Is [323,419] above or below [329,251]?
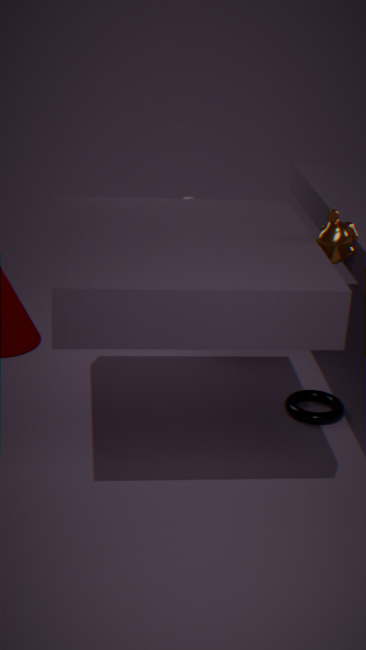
below
